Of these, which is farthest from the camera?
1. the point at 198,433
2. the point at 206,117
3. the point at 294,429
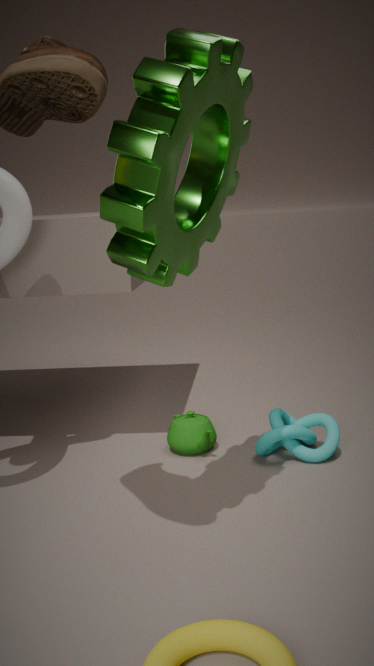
the point at 198,433
